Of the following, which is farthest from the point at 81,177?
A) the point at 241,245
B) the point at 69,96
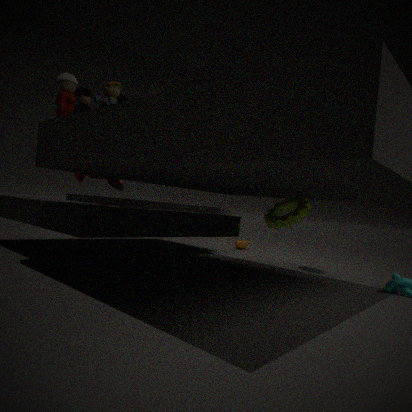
the point at 241,245
